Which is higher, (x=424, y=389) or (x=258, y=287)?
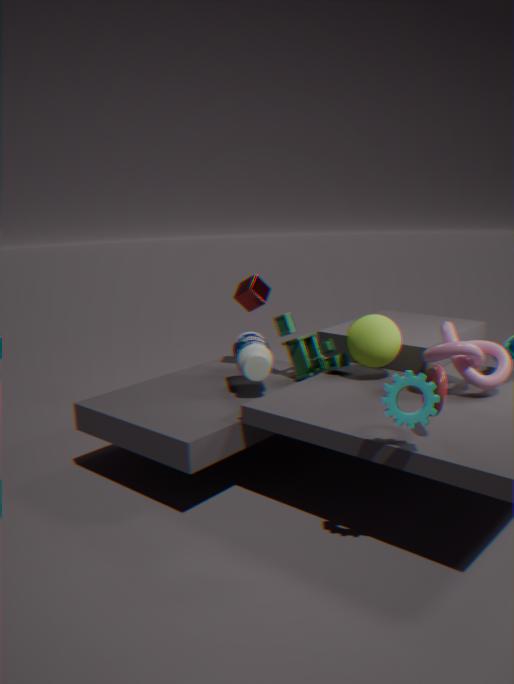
(x=258, y=287)
